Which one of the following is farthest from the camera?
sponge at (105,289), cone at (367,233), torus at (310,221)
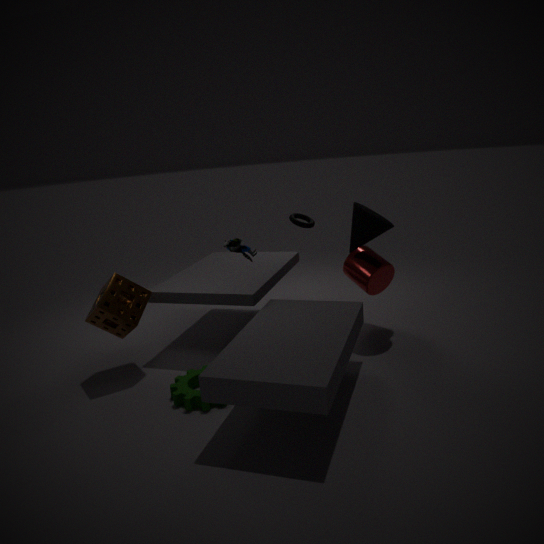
torus at (310,221)
